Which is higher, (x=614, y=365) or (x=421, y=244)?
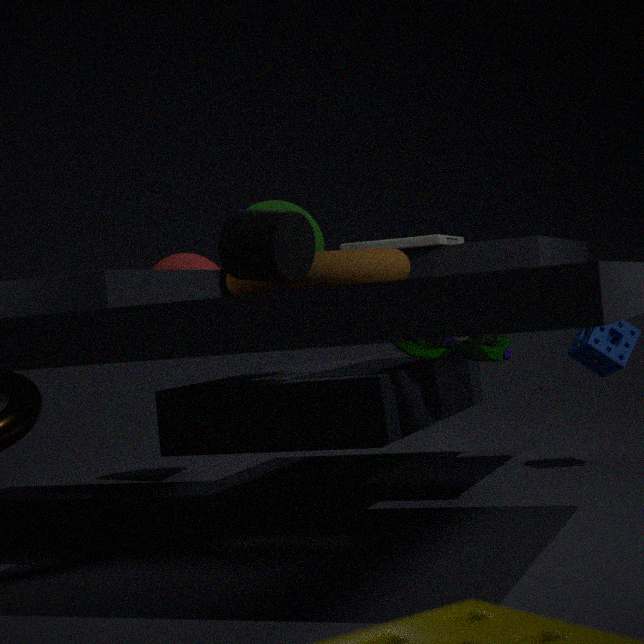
(x=421, y=244)
